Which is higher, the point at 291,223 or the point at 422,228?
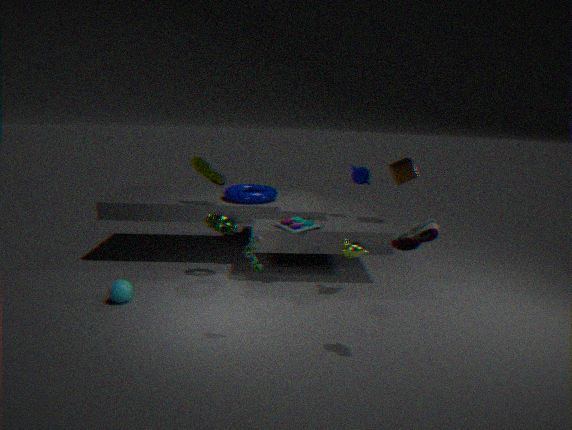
the point at 422,228
